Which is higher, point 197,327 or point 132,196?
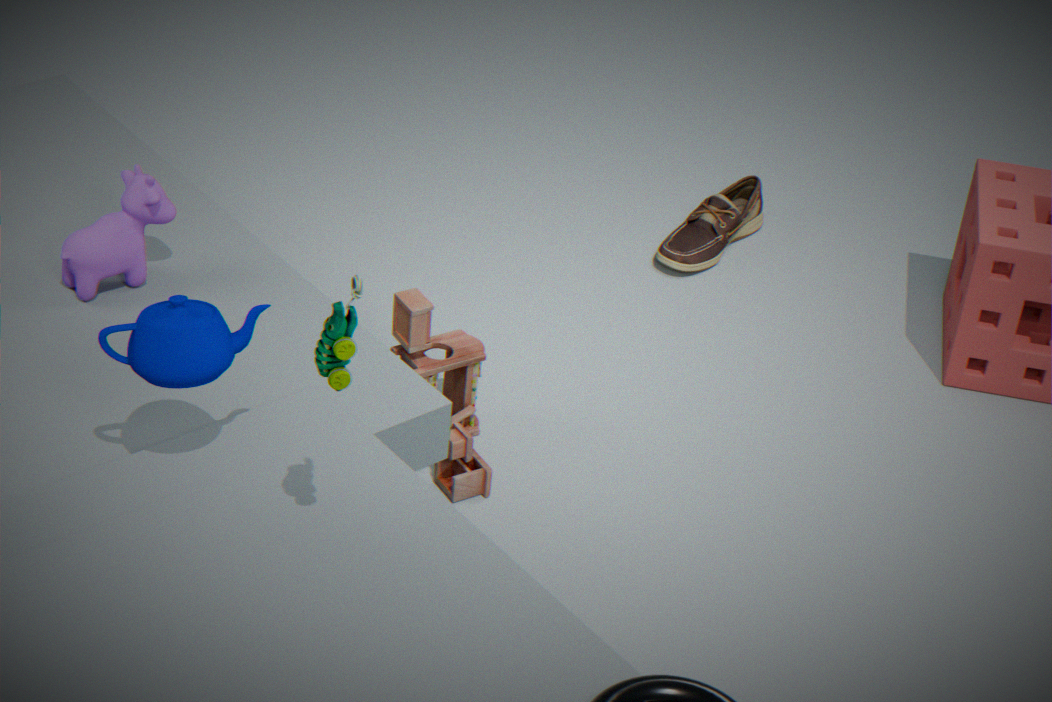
point 197,327
